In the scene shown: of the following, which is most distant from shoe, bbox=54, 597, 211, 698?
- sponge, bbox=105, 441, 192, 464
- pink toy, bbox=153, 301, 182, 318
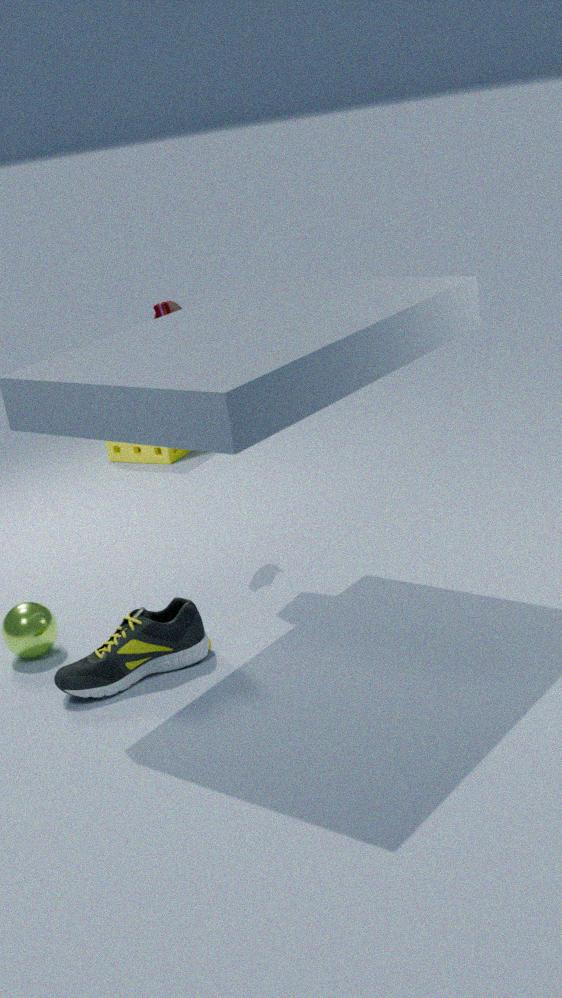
sponge, bbox=105, 441, 192, 464
